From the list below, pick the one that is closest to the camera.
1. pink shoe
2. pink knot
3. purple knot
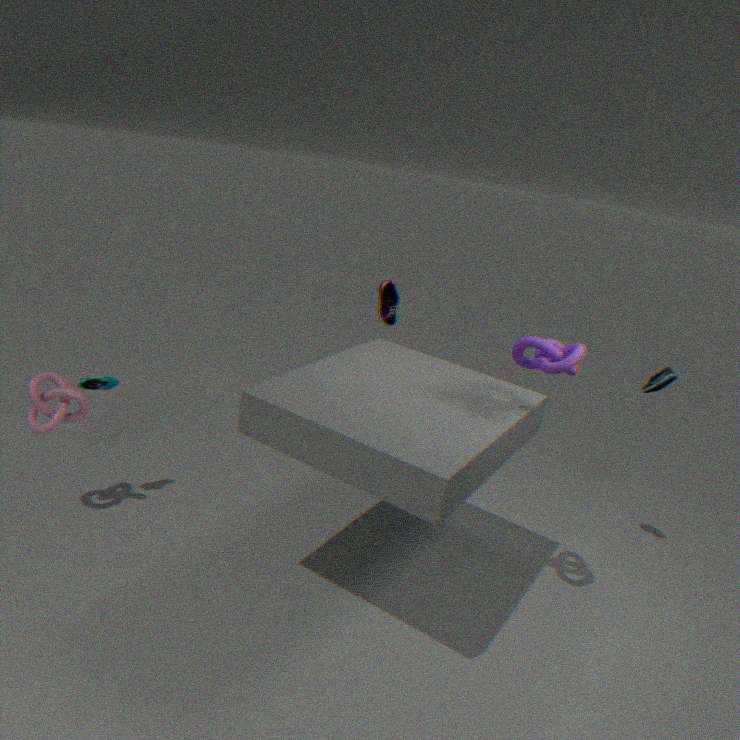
purple knot
